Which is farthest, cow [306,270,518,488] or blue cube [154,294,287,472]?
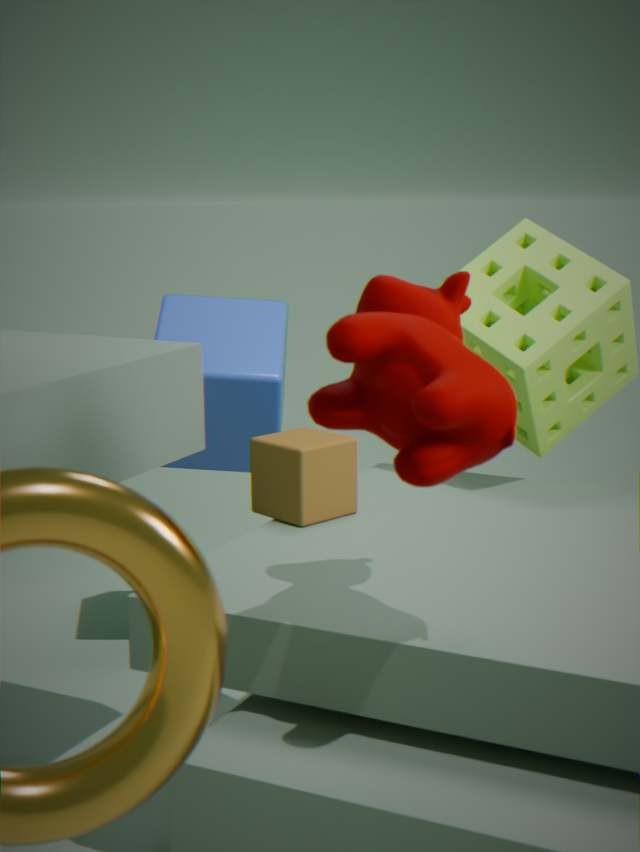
blue cube [154,294,287,472]
